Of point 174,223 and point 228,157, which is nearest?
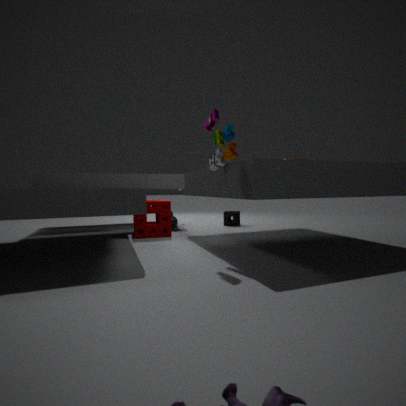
point 228,157
